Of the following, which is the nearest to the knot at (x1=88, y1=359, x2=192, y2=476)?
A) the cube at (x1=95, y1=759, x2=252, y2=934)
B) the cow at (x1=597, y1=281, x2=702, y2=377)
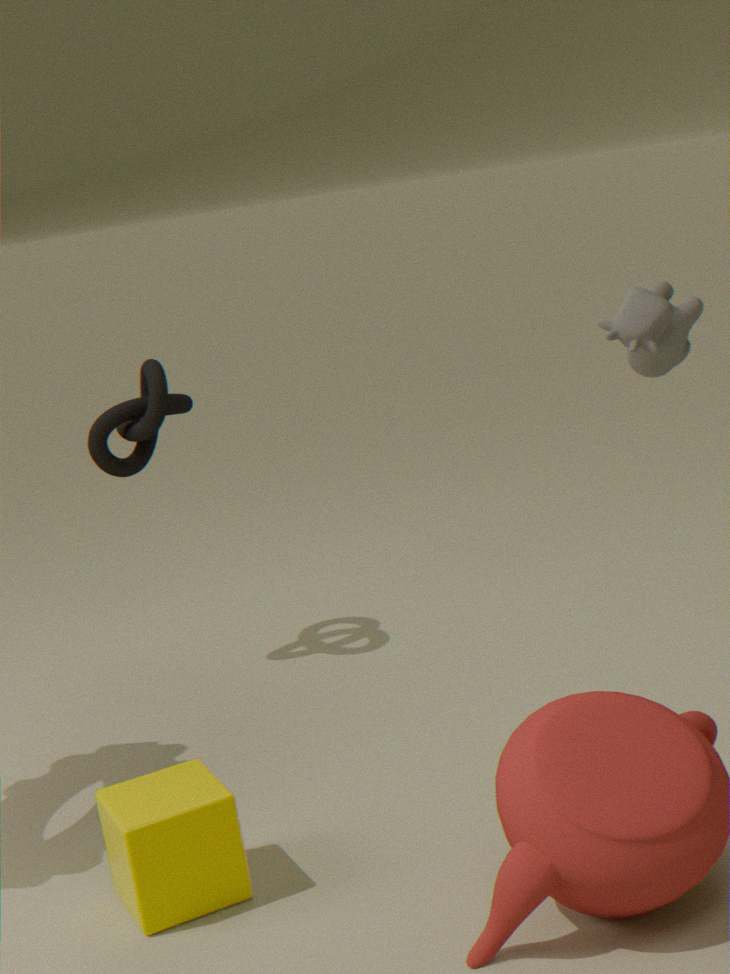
the cube at (x1=95, y1=759, x2=252, y2=934)
